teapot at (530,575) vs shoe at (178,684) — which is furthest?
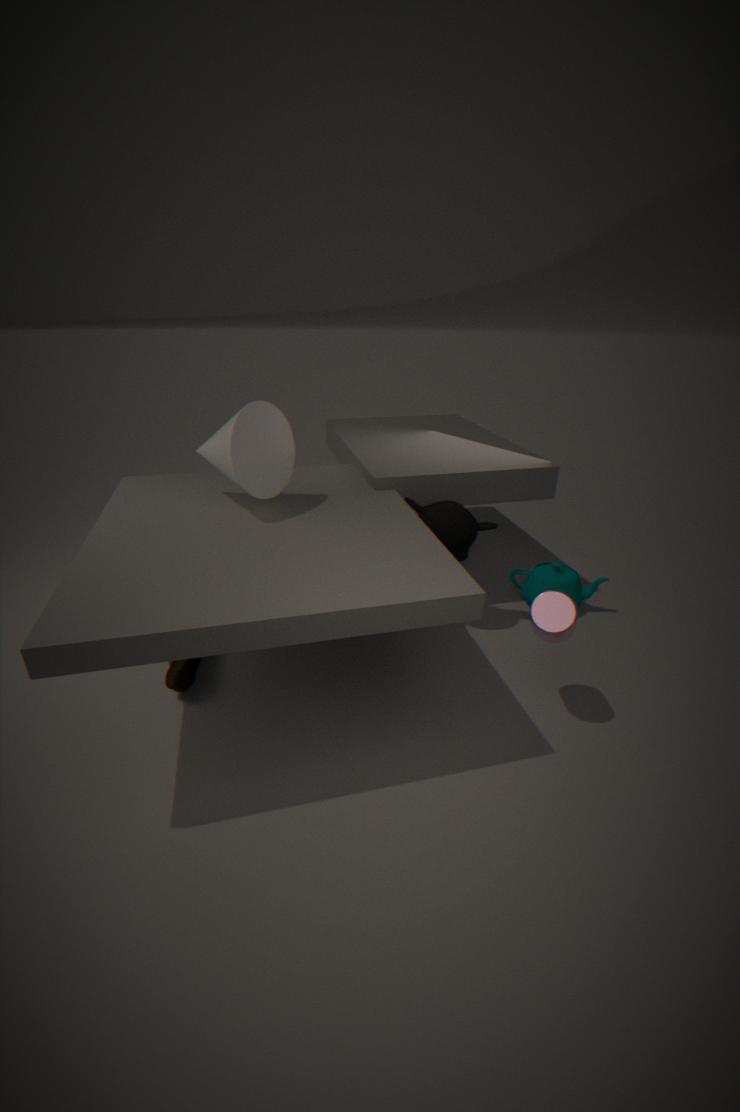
teapot at (530,575)
